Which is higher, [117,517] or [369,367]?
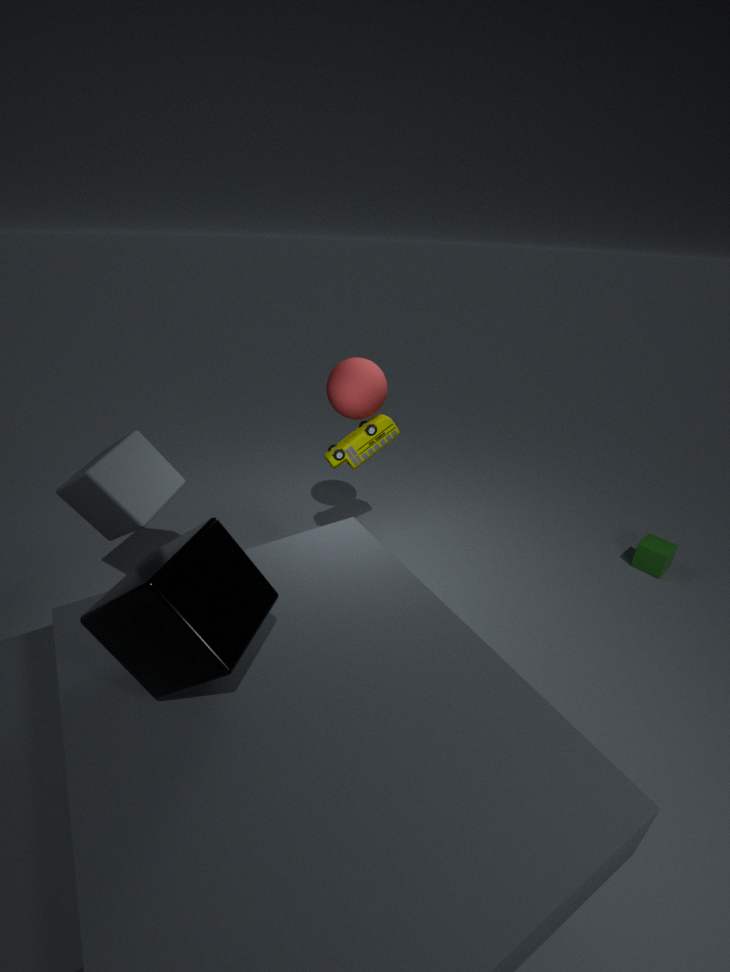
[369,367]
